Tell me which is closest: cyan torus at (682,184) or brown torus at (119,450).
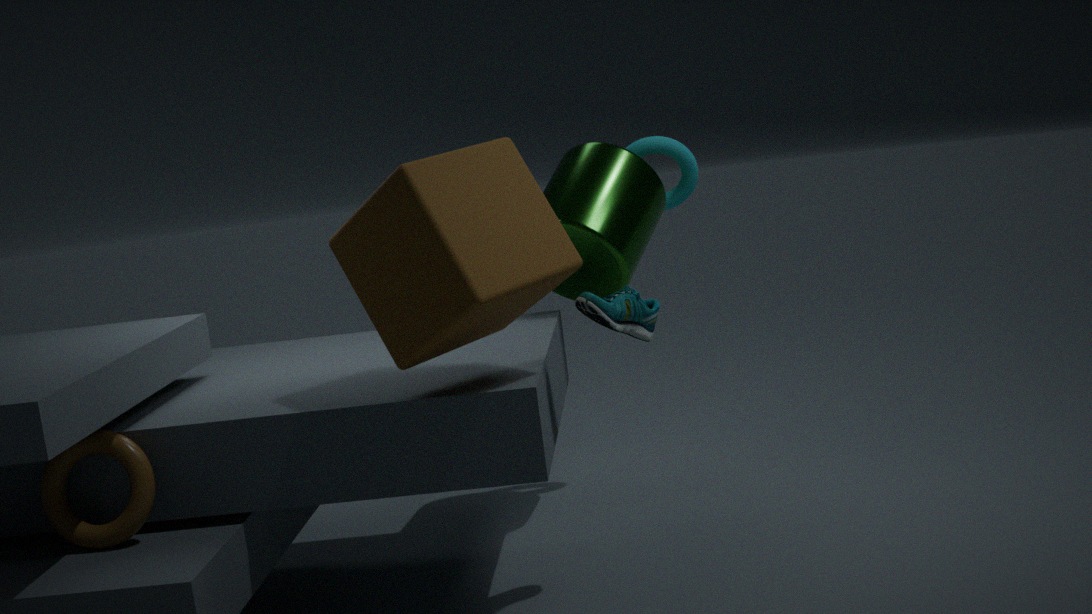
brown torus at (119,450)
